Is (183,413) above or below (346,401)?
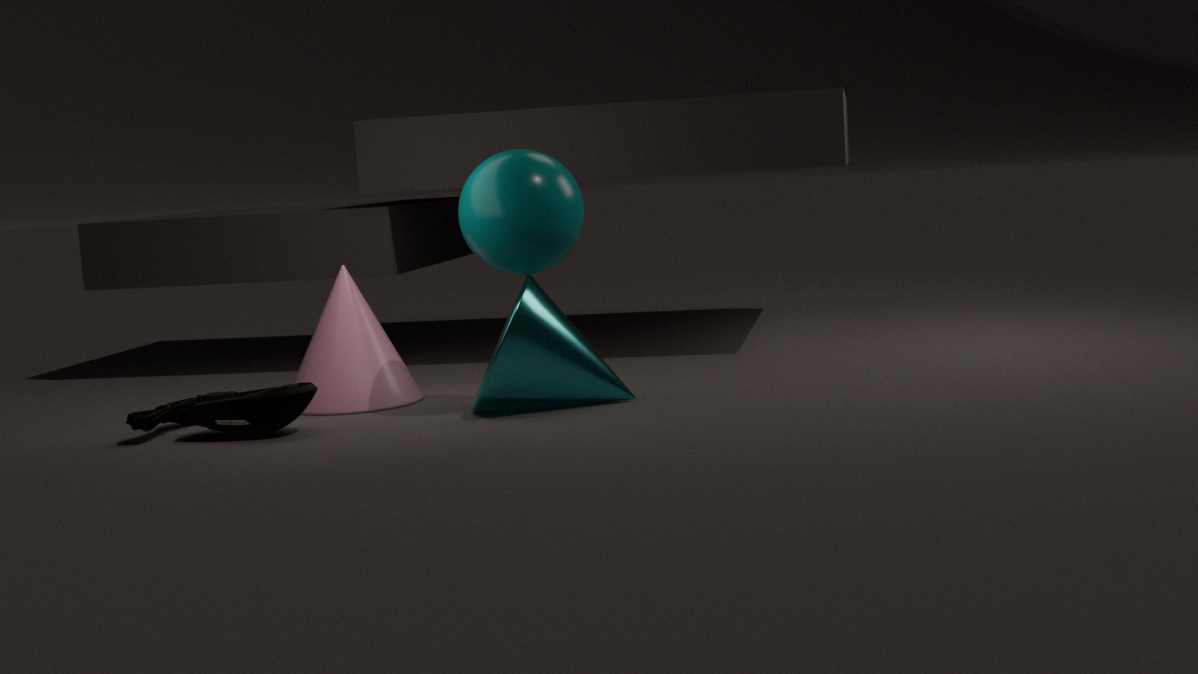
below
